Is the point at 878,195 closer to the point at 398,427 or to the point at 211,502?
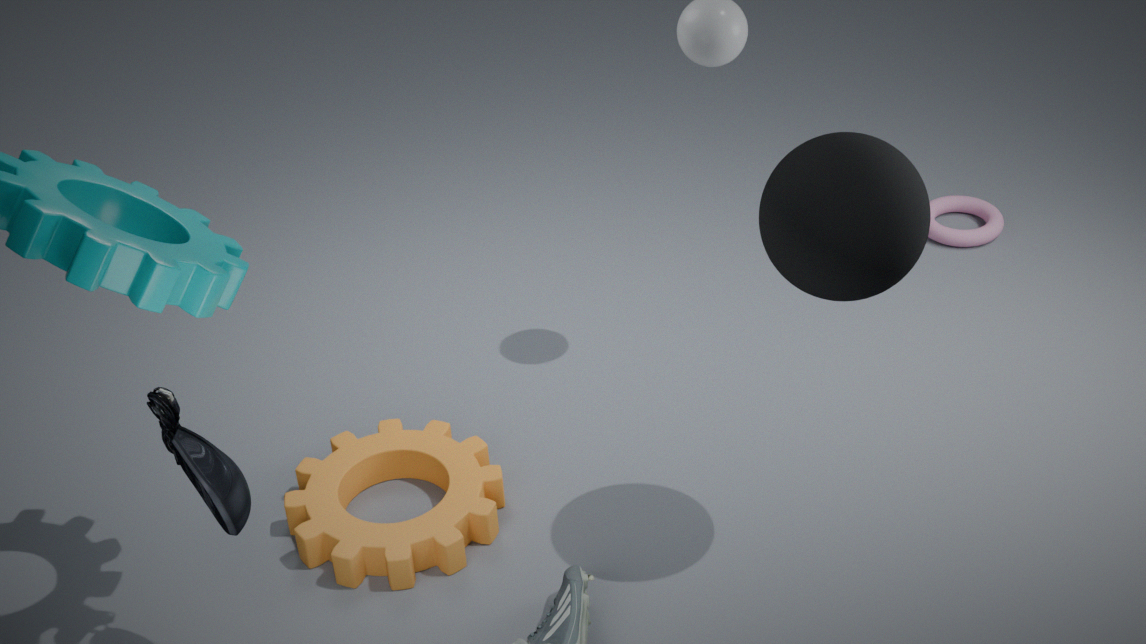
the point at 398,427
